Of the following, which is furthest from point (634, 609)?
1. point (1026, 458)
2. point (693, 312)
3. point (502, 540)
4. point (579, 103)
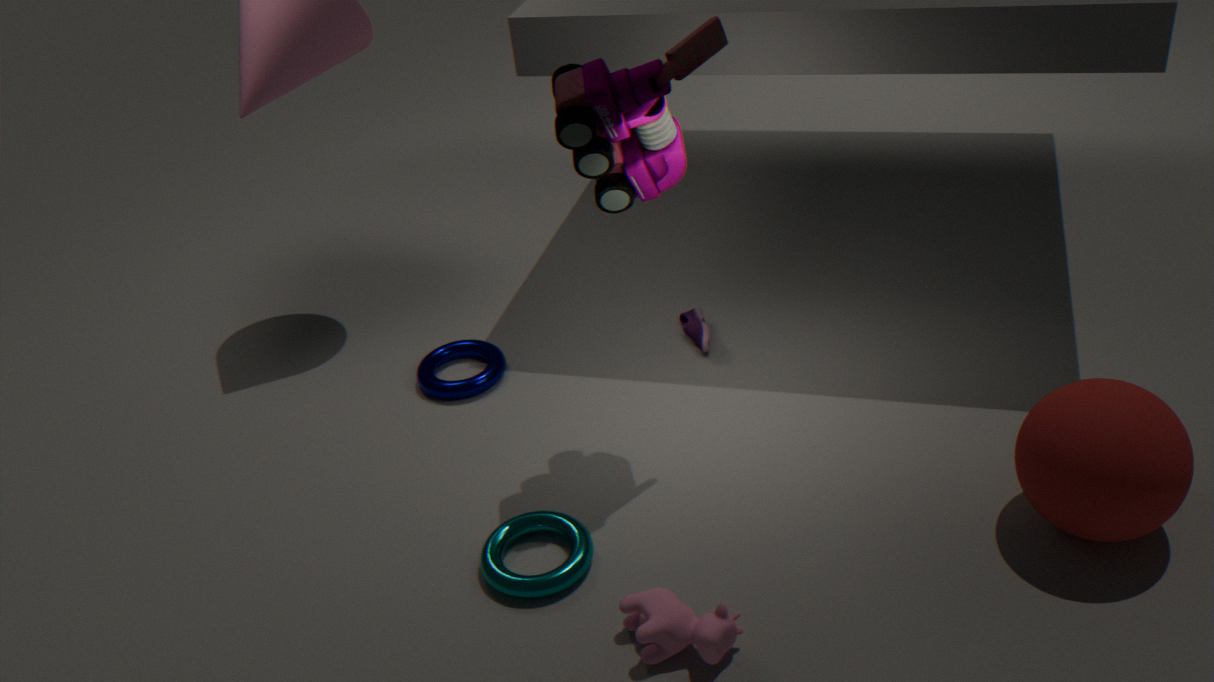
point (693, 312)
